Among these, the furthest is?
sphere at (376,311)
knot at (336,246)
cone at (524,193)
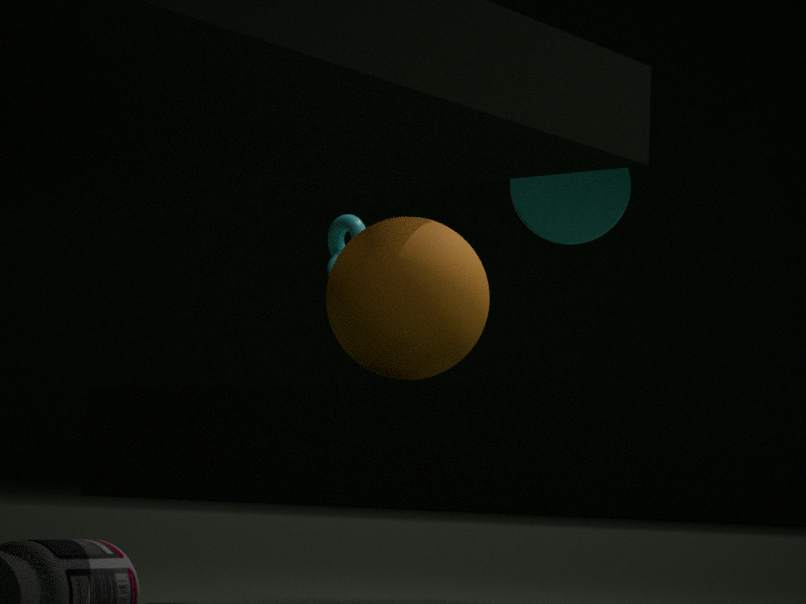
knot at (336,246)
